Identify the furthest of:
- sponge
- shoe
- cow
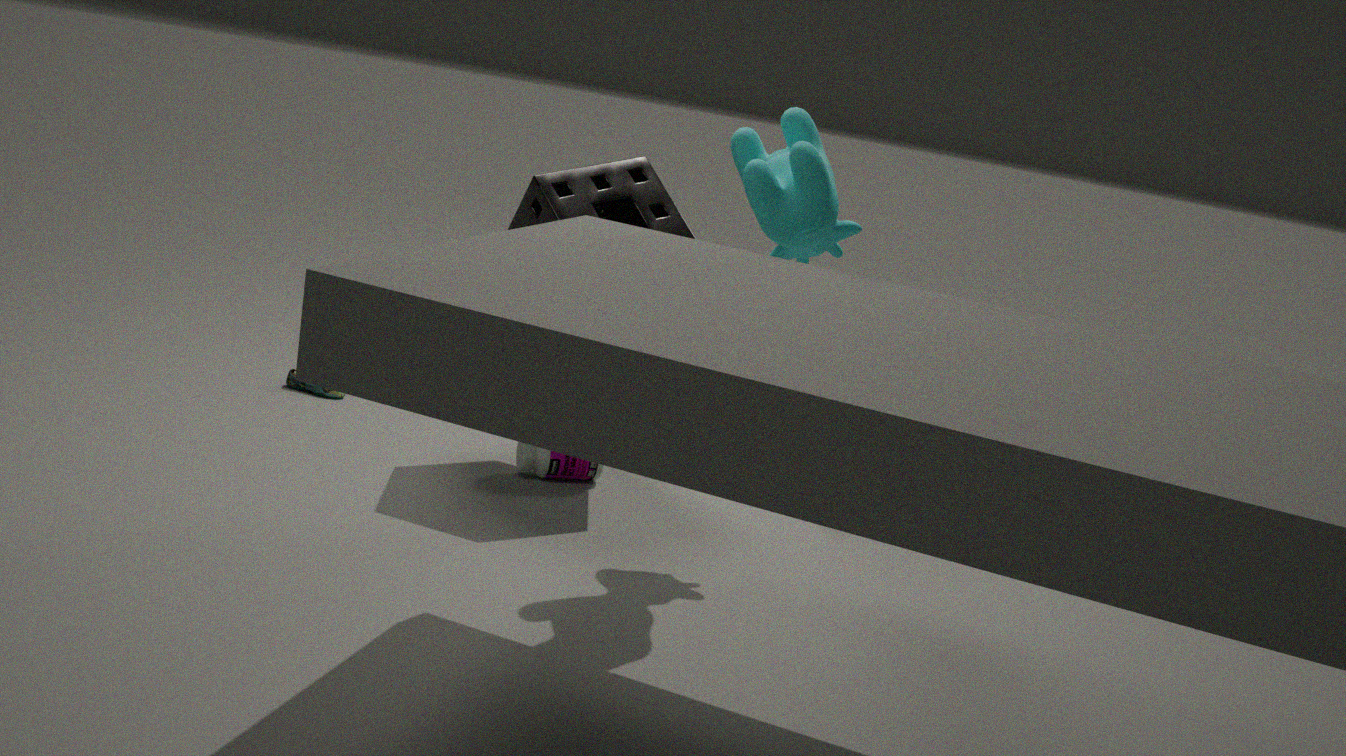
shoe
